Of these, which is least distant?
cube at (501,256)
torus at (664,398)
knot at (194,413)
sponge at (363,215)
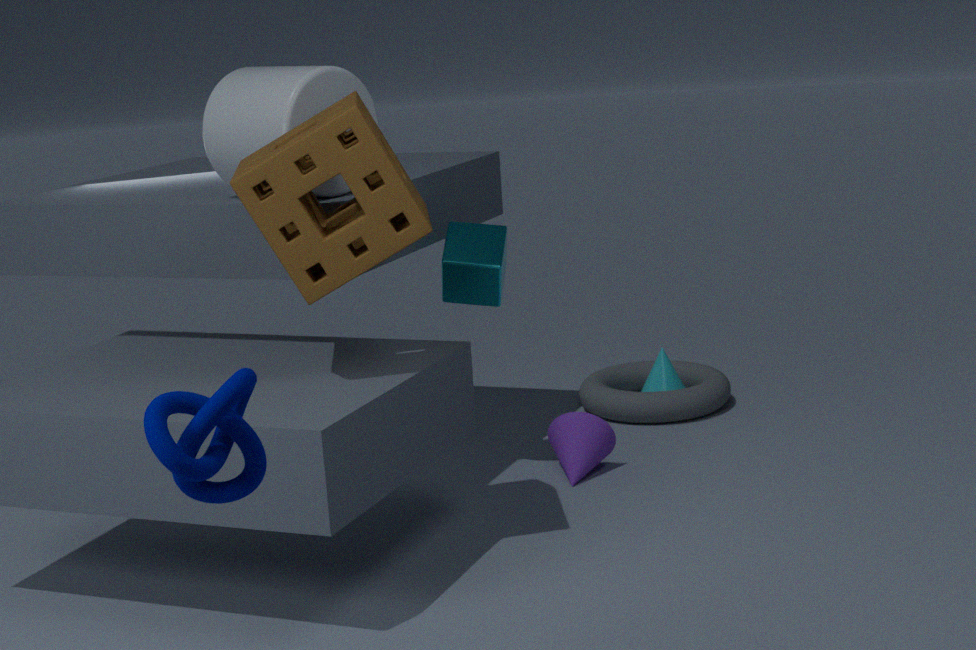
knot at (194,413)
